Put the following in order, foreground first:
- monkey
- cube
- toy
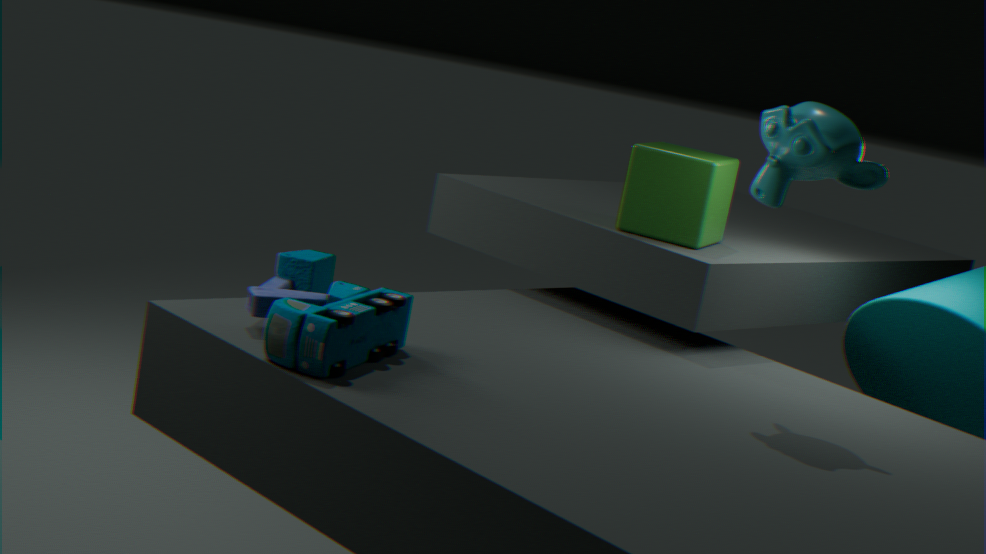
toy
monkey
cube
